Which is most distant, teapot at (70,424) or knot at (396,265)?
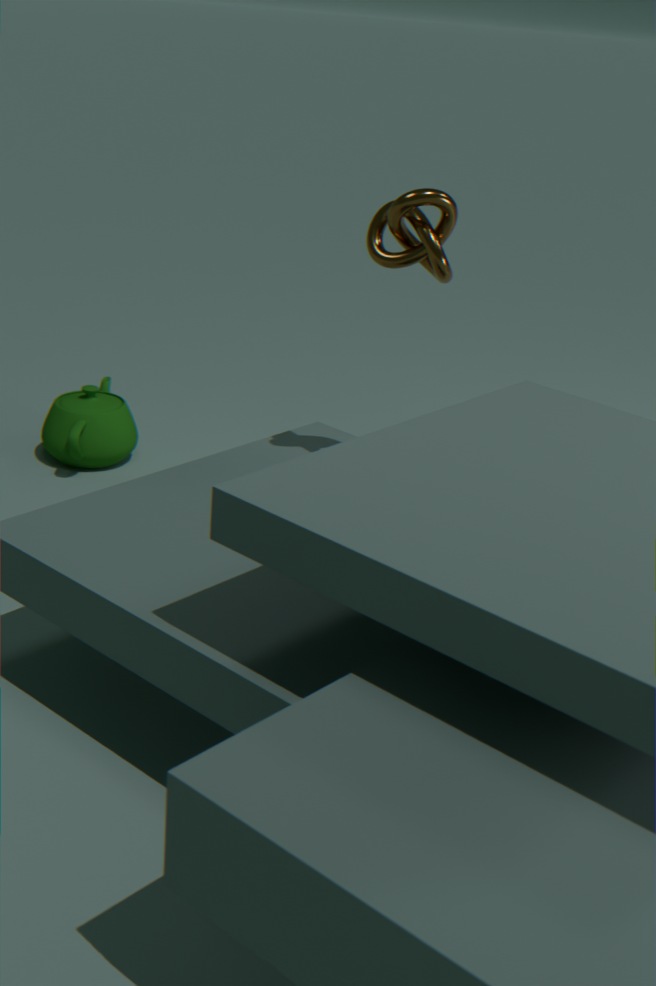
teapot at (70,424)
